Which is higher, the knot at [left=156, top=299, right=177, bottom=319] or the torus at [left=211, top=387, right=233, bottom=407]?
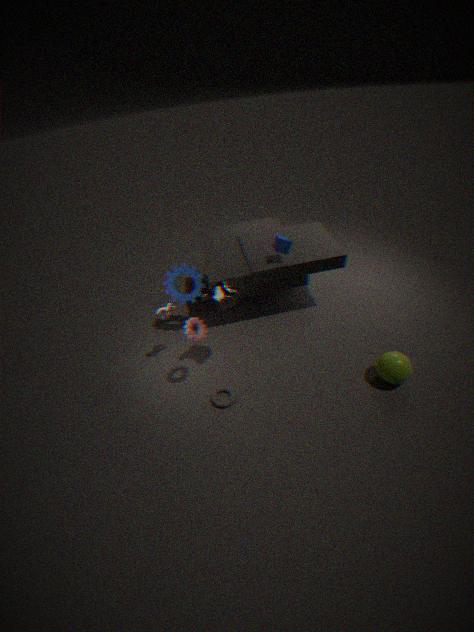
the knot at [left=156, top=299, right=177, bottom=319]
